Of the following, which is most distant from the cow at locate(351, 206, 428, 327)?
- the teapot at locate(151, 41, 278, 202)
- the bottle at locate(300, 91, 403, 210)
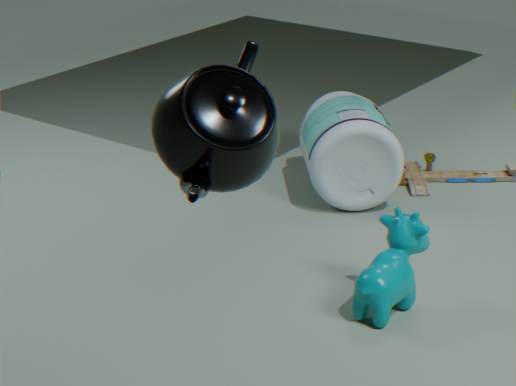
the teapot at locate(151, 41, 278, 202)
